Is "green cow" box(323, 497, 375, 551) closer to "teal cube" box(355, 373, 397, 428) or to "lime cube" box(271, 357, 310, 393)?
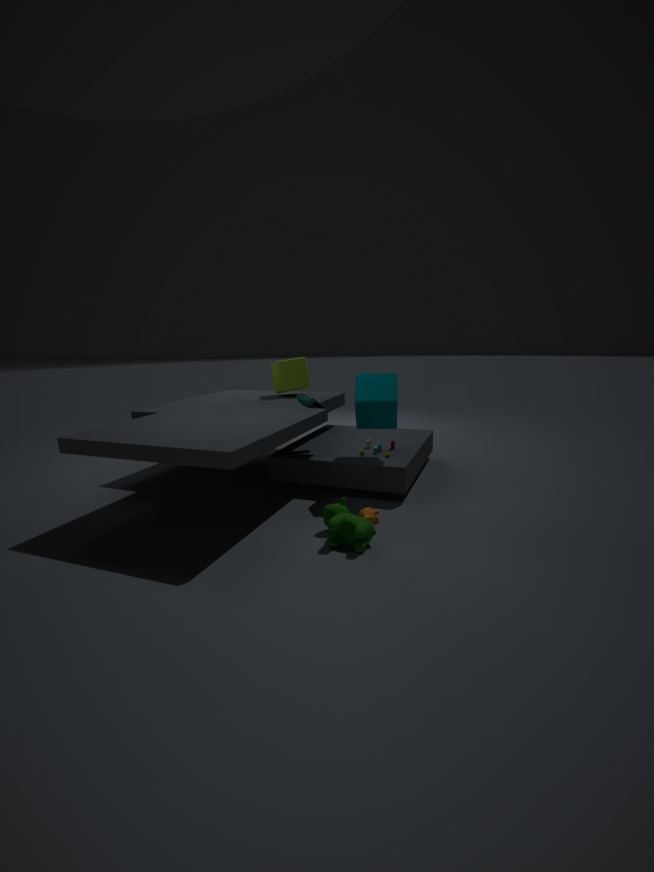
"teal cube" box(355, 373, 397, 428)
